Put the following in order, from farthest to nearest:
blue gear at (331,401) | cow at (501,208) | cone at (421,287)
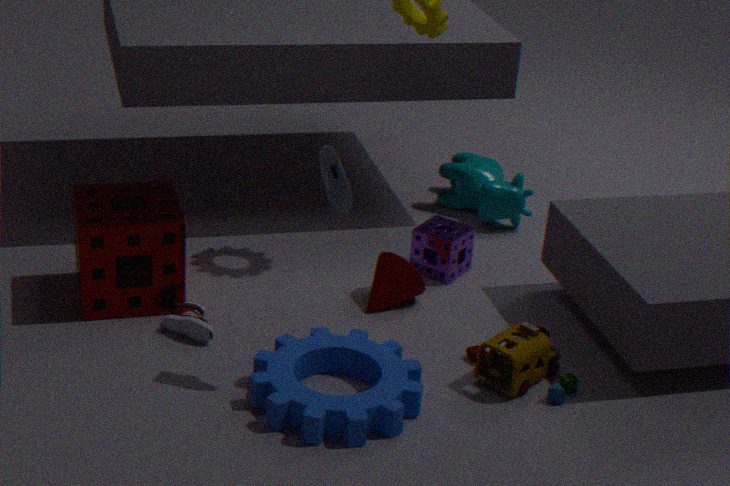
cow at (501,208), cone at (421,287), blue gear at (331,401)
